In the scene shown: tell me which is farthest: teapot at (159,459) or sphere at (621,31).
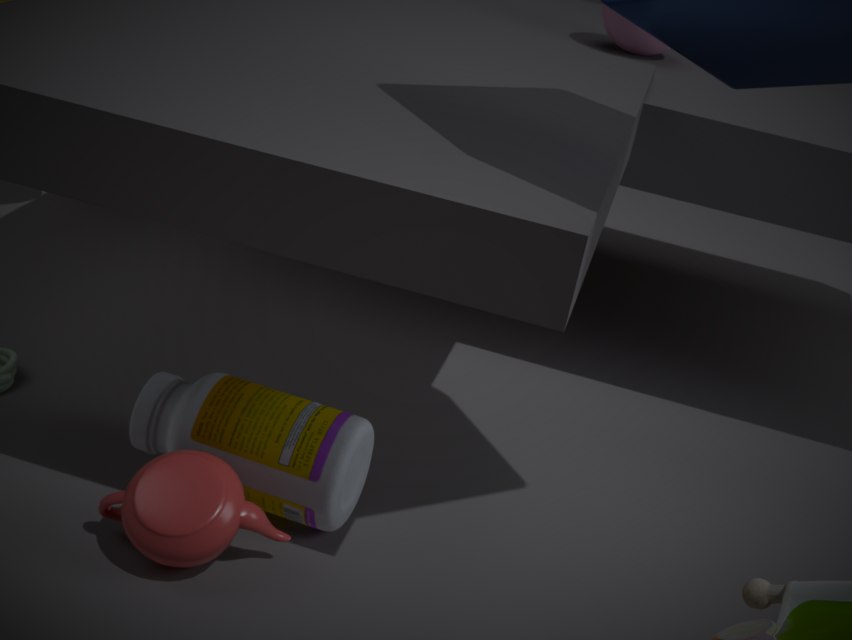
sphere at (621,31)
